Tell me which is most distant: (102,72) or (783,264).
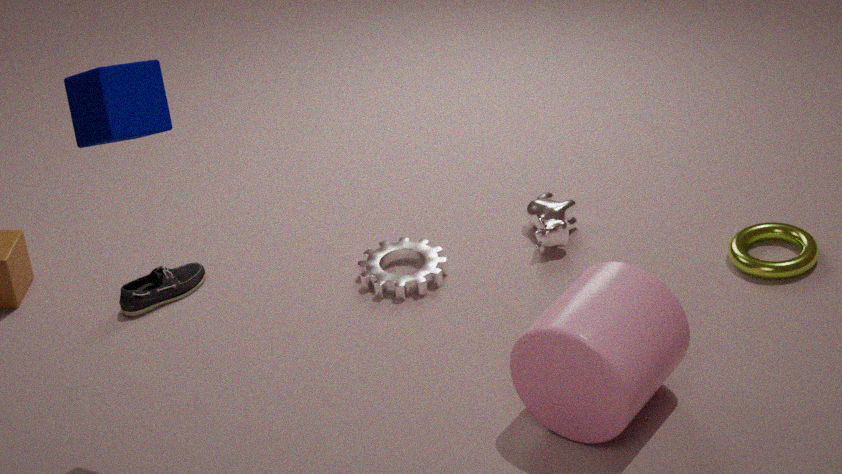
(783,264)
